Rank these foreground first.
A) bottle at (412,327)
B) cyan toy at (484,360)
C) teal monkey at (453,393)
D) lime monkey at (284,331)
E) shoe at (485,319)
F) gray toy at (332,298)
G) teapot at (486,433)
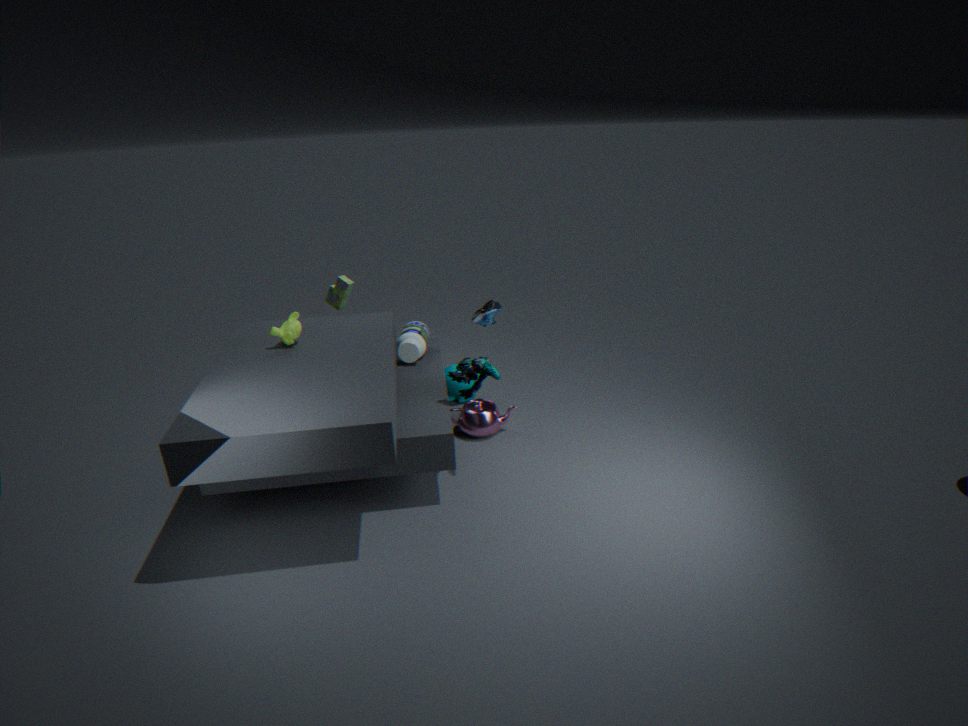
cyan toy at (484,360) < lime monkey at (284,331) < shoe at (485,319) < teapot at (486,433) < bottle at (412,327) < gray toy at (332,298) < teal monkey at (453,393)
